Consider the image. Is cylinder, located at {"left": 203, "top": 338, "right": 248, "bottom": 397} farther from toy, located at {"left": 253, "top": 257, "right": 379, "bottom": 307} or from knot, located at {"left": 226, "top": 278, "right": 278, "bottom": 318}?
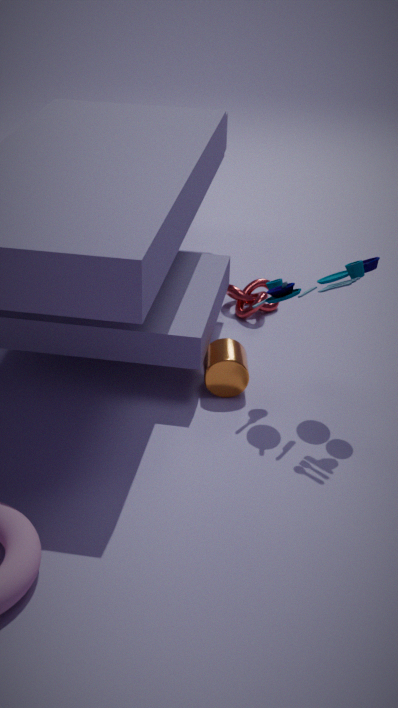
knot, located at {"left": 226, "top": 278, "right": 278, "bottom": 318}
